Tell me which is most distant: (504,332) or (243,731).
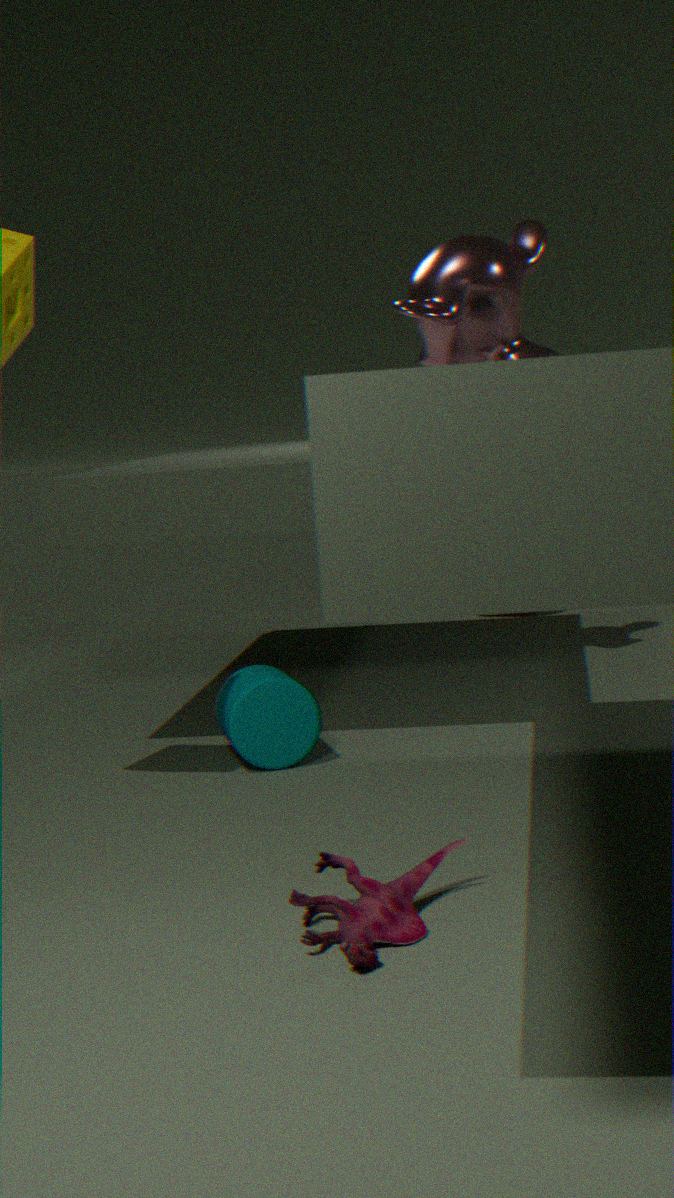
(504,332)
